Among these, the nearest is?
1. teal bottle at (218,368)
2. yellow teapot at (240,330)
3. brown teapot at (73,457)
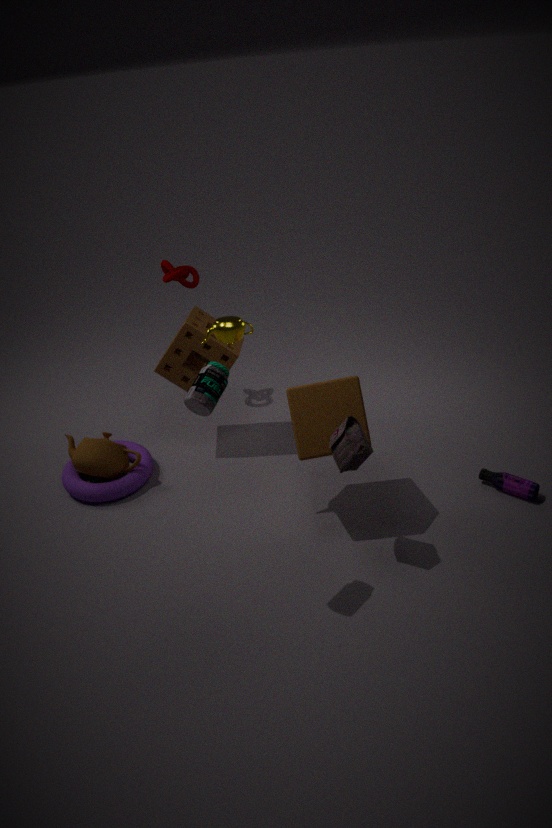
teal bottle at (218,368)
